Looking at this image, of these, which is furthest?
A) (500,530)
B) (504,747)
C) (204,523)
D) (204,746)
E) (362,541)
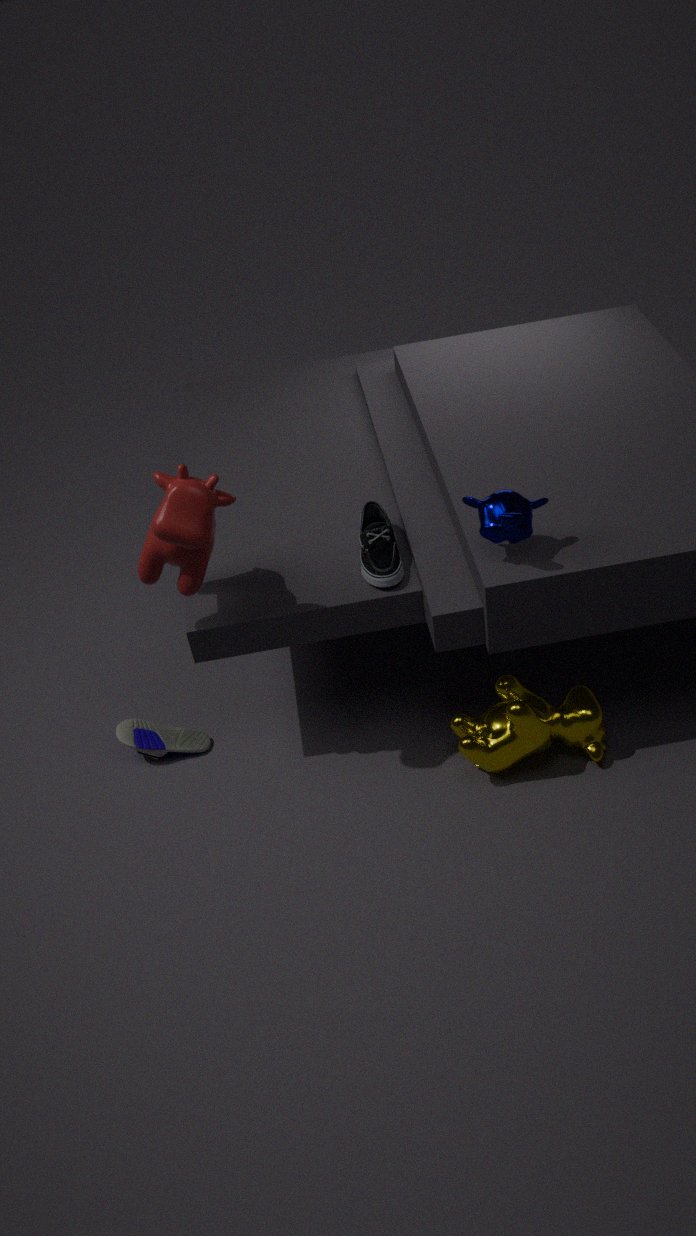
(204,746)
